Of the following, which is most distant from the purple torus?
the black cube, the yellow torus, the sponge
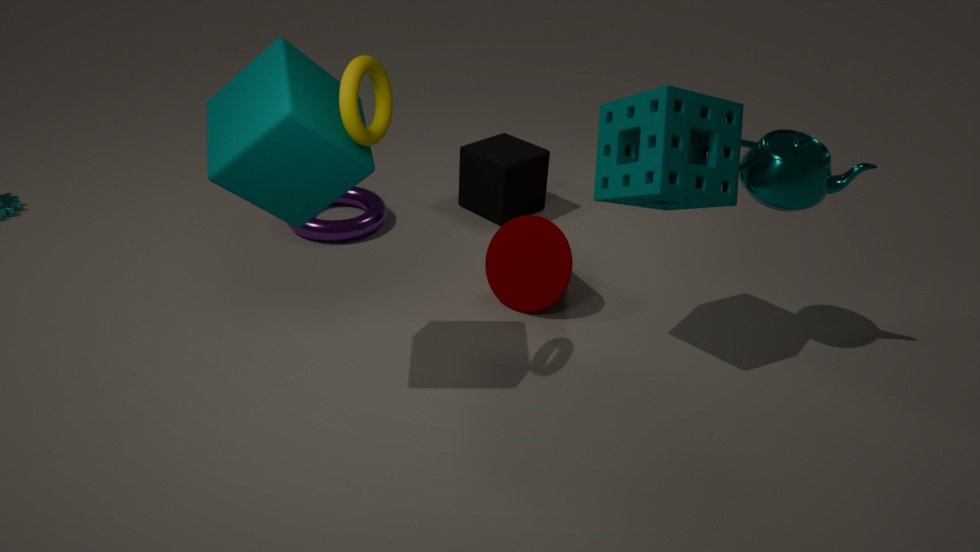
the sponge
